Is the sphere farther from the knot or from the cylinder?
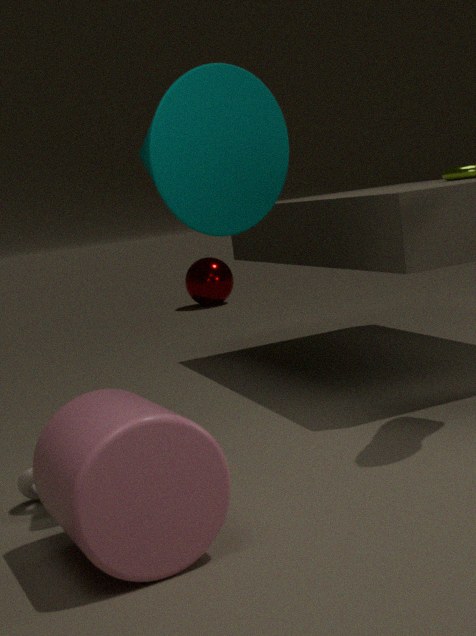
the cylinder
